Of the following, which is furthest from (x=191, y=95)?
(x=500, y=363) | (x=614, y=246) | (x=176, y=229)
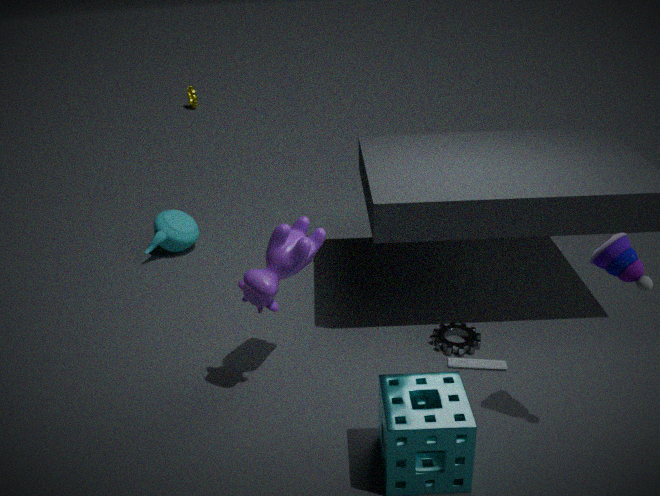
(x=614, y=246)
